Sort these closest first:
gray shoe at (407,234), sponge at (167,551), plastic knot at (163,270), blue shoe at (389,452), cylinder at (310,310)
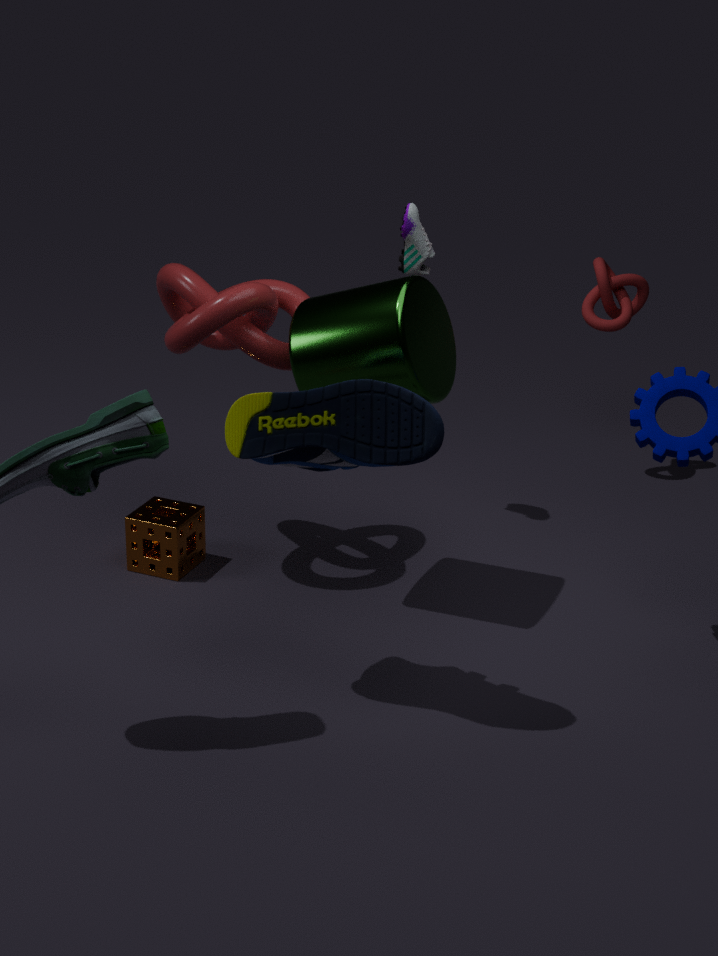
blue shoe at (389,452) < cylinder at (310,310) < plastic knot at (163,270) < sponge at (167,551) < gray shoe at (407,234)
